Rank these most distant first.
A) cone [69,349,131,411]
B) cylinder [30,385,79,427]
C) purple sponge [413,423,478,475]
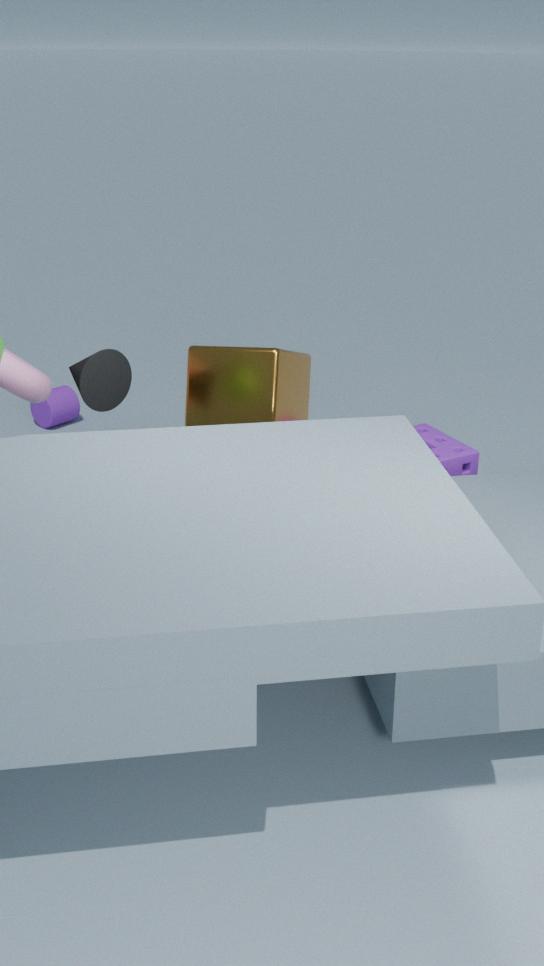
1. cylinder [30,385,79,427]
2. purple sponge [413,423,478,475]
3. cone [69,349,131,411]
